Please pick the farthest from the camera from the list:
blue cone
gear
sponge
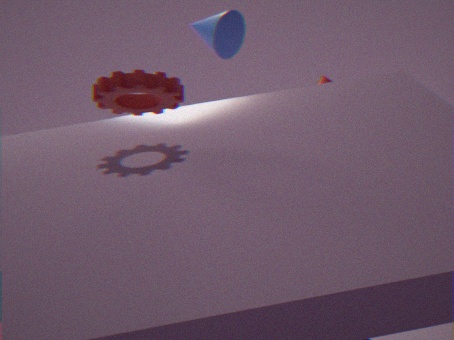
blue cone
